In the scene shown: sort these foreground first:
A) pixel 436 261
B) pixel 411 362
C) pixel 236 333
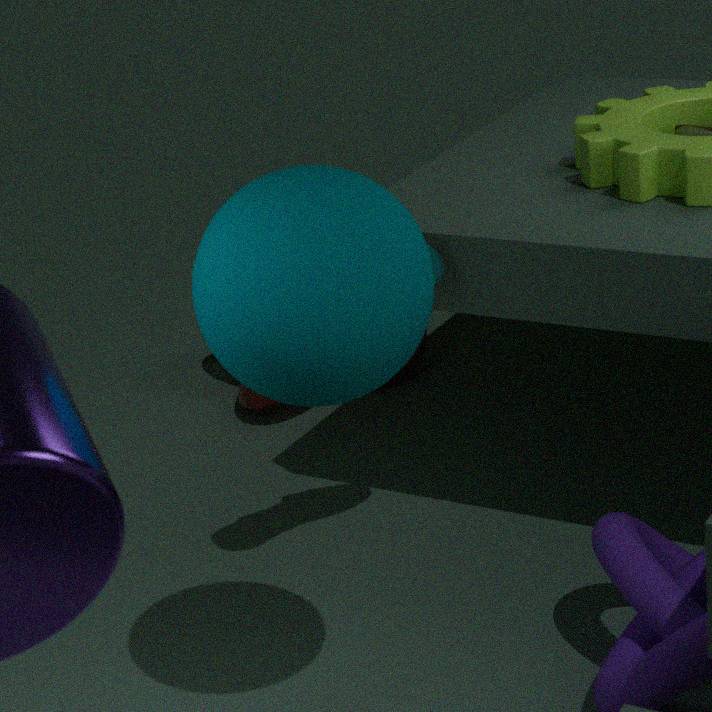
pixel 236 333
pixel 436 261
pixel 411 362
